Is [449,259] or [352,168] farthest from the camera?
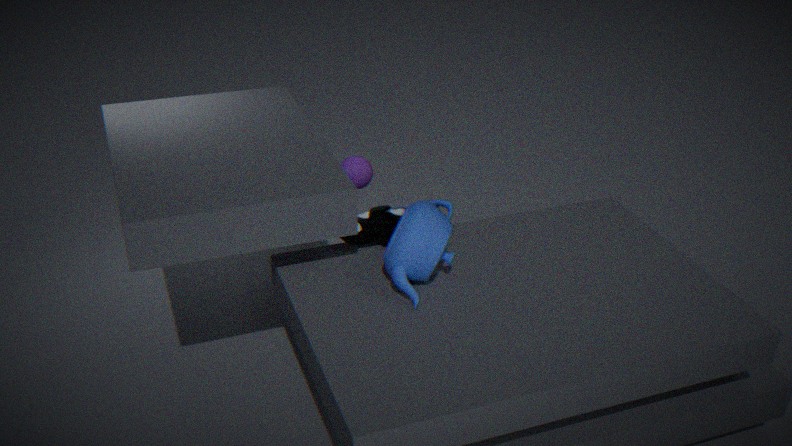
[352,168]
